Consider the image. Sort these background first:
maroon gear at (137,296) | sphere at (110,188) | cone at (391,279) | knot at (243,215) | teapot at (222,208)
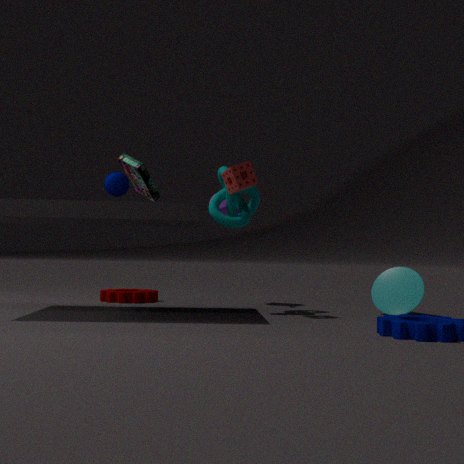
teapot at (222,208)
maroon gear at (137,296)
cone at (391,279)
knot at (243,215)
sphere at (110,188)
